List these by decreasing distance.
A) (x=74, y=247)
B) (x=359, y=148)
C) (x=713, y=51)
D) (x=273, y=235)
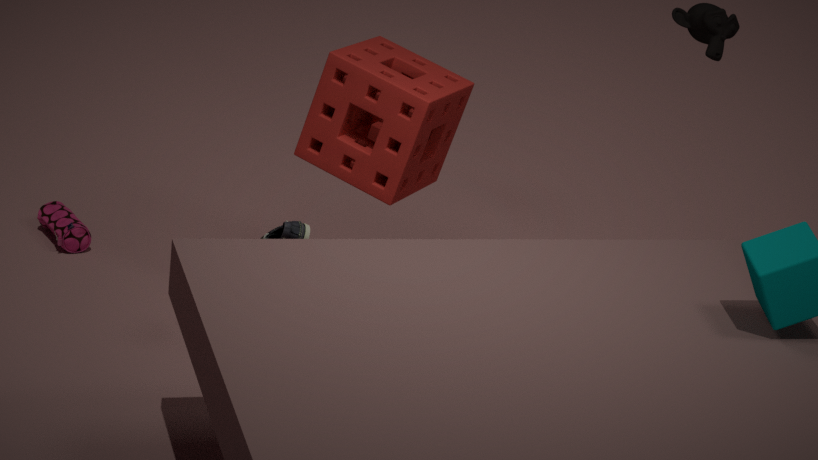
(x=74, y=247)
(x=713, y=51)
(x=359, y=148)
(x=273, y=235)
